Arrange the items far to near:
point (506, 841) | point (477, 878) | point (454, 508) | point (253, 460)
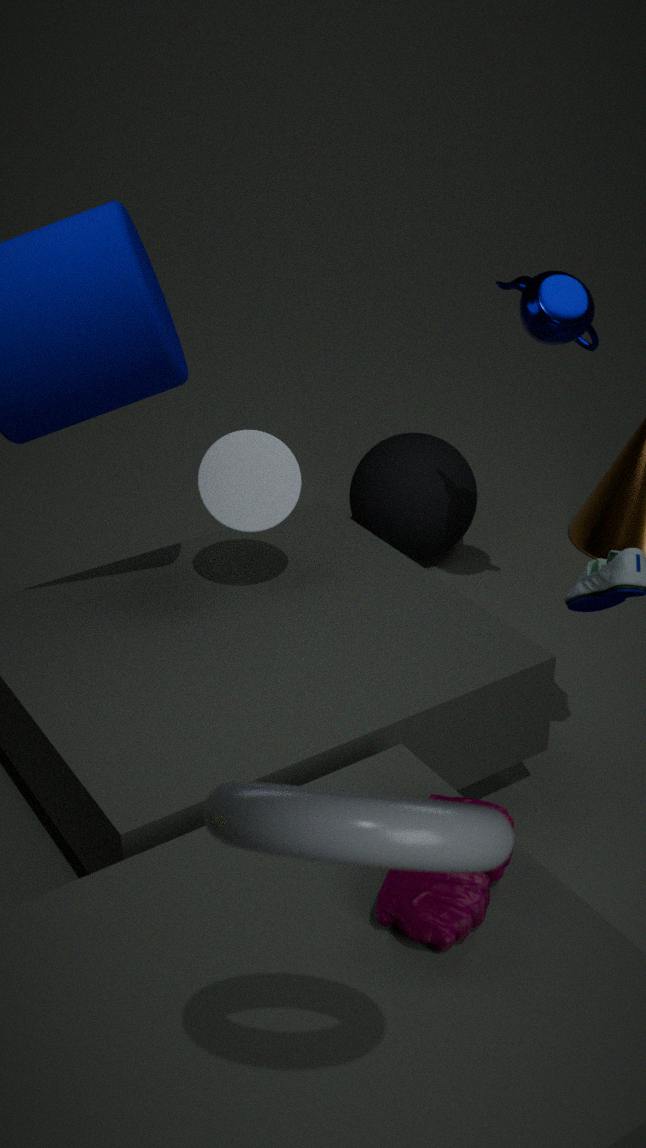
point (454, 508), point (253, 460), point (477, 878), point (506, 841)
